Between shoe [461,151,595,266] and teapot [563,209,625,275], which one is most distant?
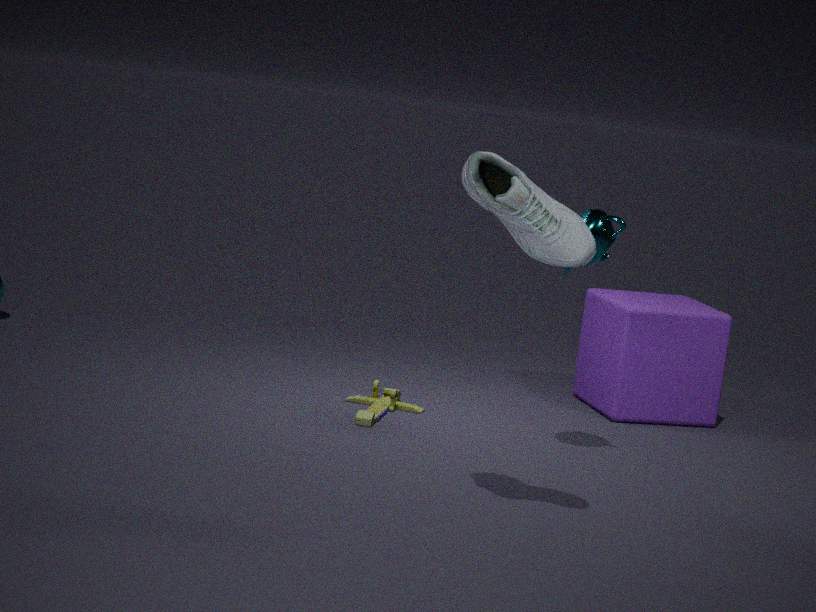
teapot [563,209,625,275]
